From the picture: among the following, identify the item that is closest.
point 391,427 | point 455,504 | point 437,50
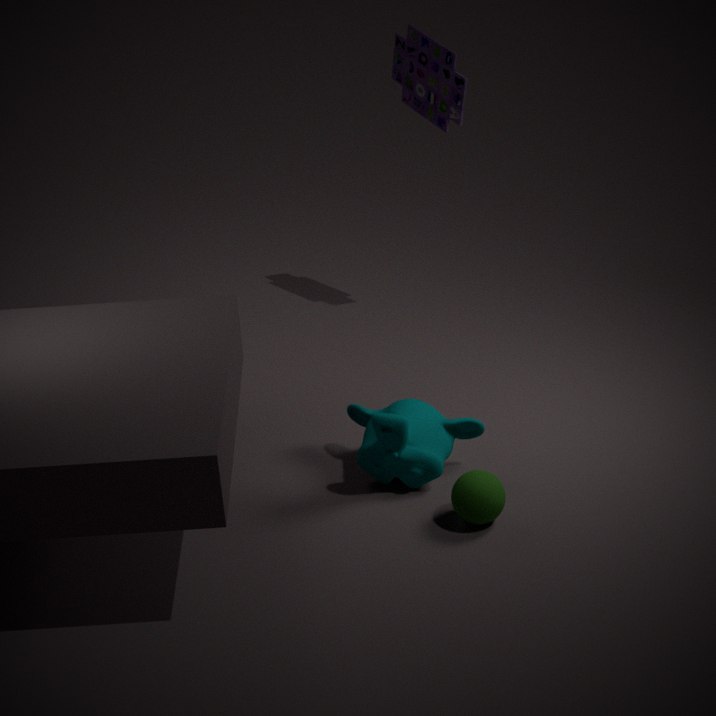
point 455,504
